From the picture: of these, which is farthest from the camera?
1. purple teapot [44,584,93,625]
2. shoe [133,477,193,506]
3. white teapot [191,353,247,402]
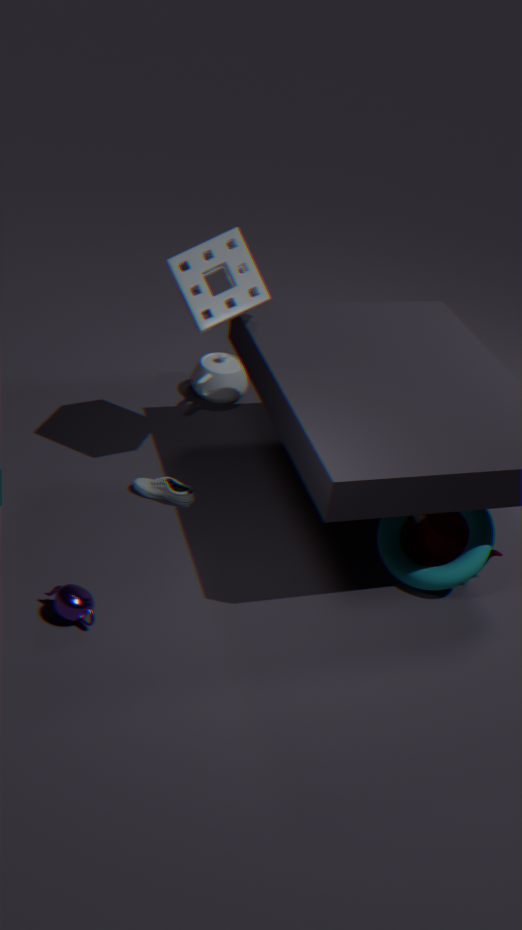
white teapot [191,353,247,402]
